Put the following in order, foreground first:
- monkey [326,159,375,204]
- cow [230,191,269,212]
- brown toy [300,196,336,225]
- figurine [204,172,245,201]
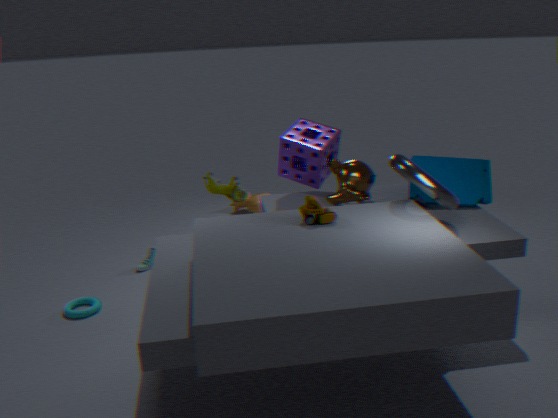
brown toy [300,196,336,225] → monkey [326,159,375,204] → figurine [204,172,245,201] → cow [230,191,269,212]
